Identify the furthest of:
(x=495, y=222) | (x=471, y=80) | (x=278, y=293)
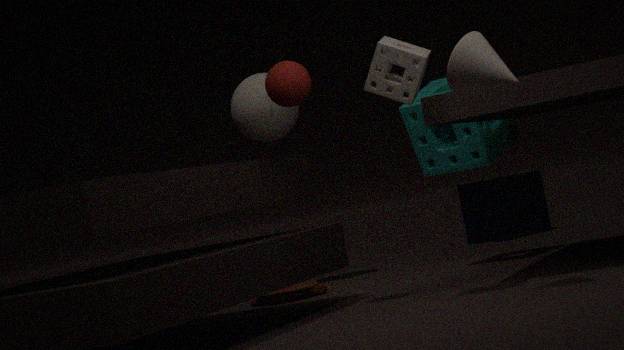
(x=495, y=222)
